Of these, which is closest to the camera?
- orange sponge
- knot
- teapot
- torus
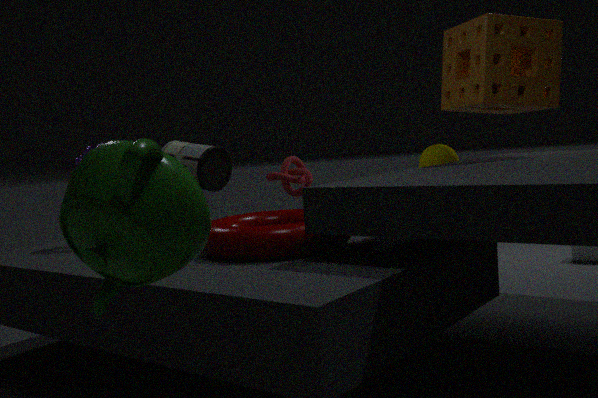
teapot
